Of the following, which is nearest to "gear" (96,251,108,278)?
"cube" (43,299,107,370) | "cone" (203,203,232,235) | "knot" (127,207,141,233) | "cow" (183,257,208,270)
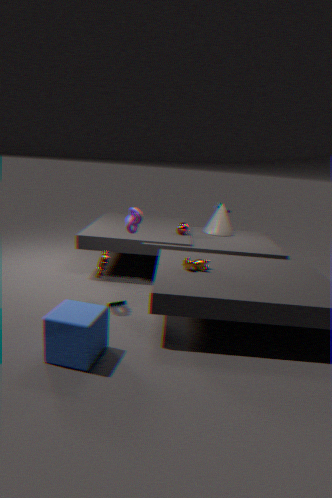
"knot" (127,207,141,233)
